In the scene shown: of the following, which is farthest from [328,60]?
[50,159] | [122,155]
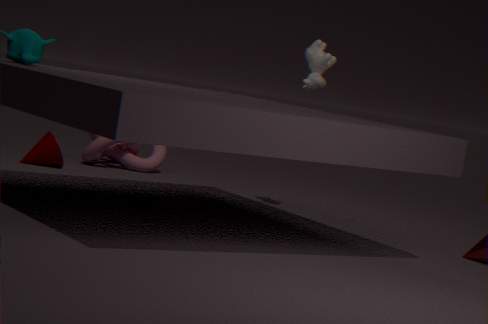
[50,159]
